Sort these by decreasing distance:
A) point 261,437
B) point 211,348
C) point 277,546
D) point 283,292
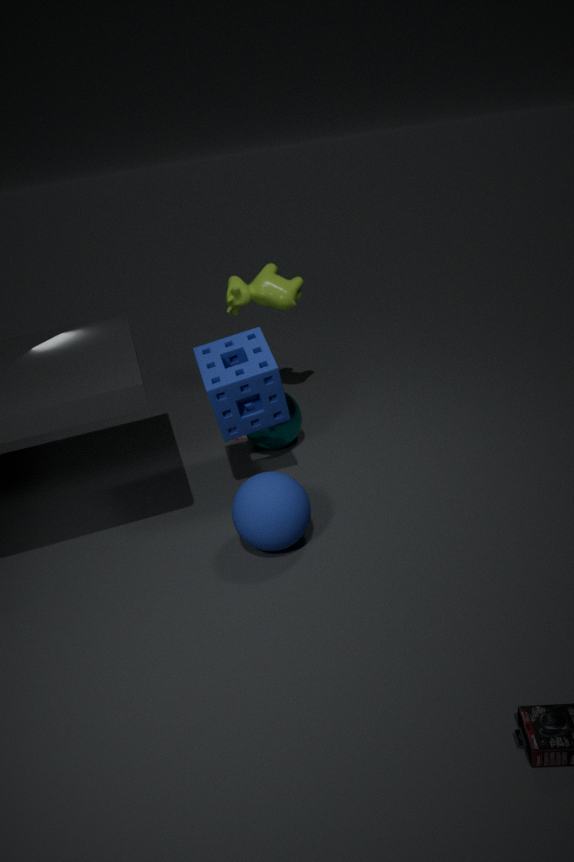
point 283,292 → point 261,437 → point 211,348 → point 277,546
